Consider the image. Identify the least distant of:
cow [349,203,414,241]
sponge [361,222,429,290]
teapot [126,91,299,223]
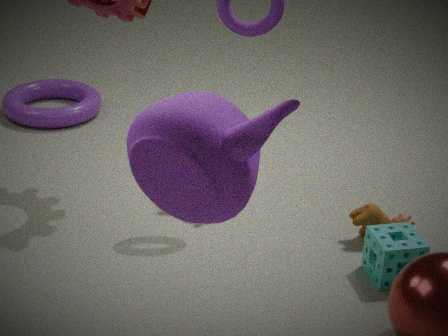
teapot [126,91,299,223]
